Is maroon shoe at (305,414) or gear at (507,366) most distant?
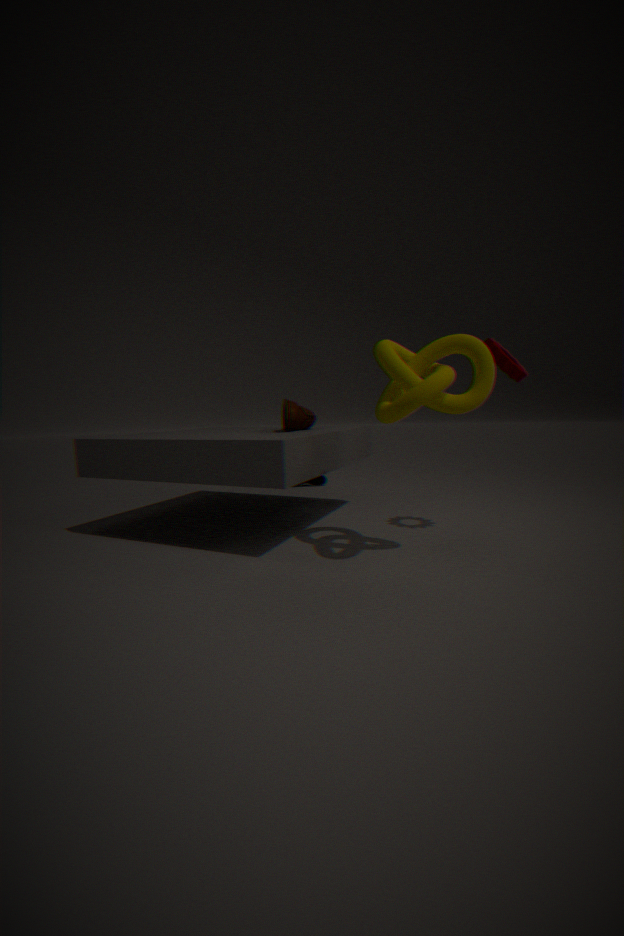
maroon shoe at (305,414)
